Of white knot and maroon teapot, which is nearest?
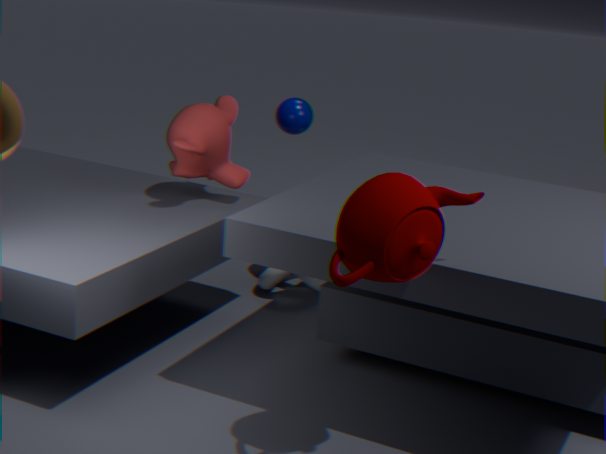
maroon teapot
